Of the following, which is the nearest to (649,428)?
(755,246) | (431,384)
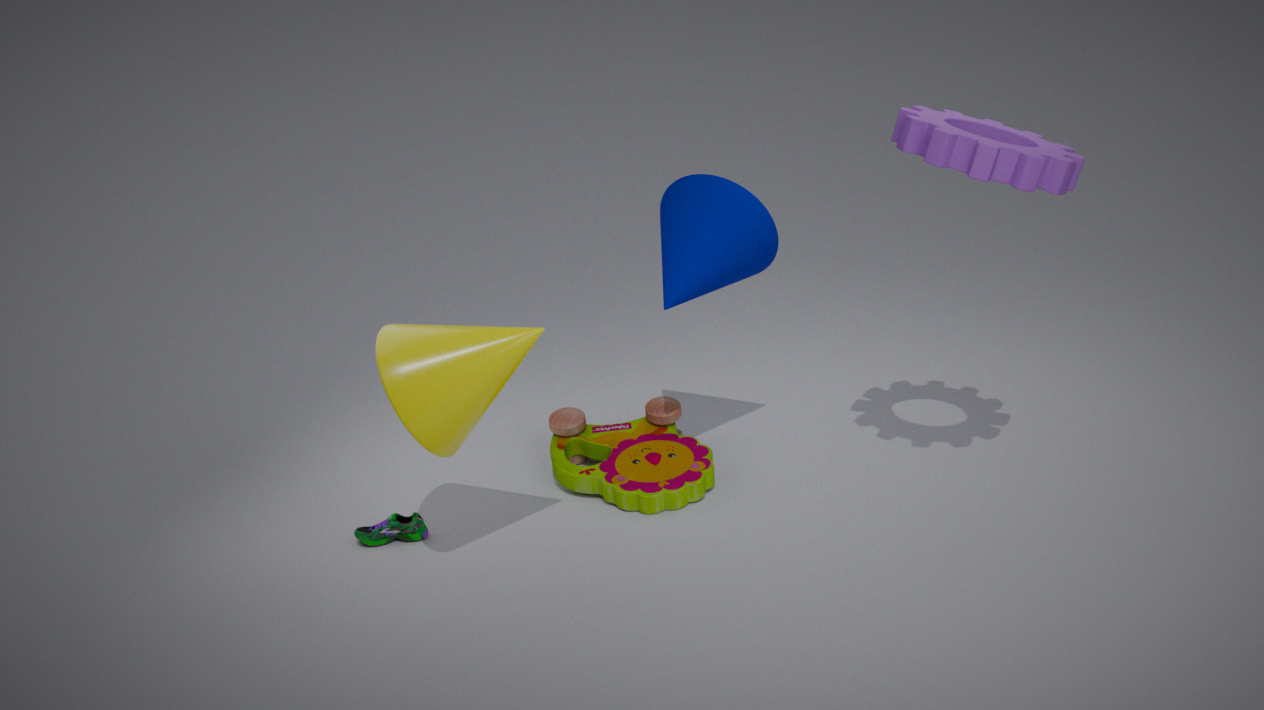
(755,246)
